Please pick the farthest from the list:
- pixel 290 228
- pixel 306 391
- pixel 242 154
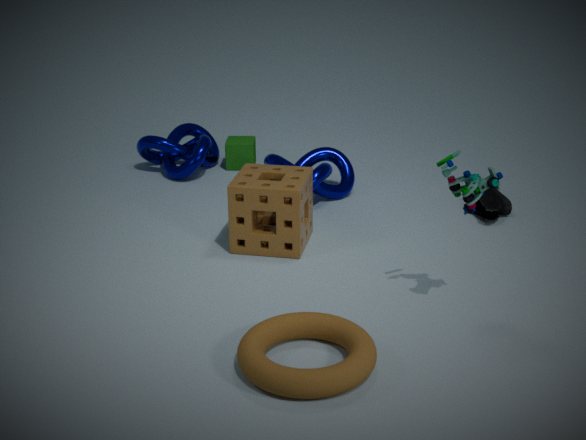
pixel 242 154
